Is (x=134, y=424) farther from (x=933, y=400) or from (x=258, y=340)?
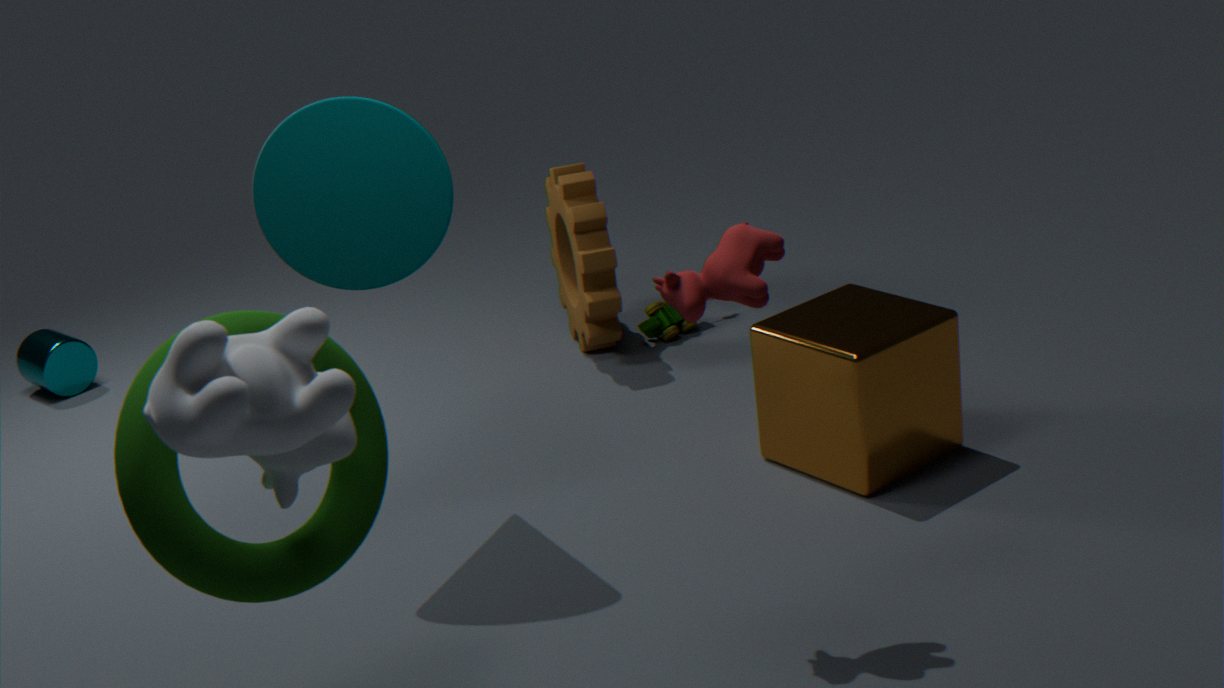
(x=933, y=400)
